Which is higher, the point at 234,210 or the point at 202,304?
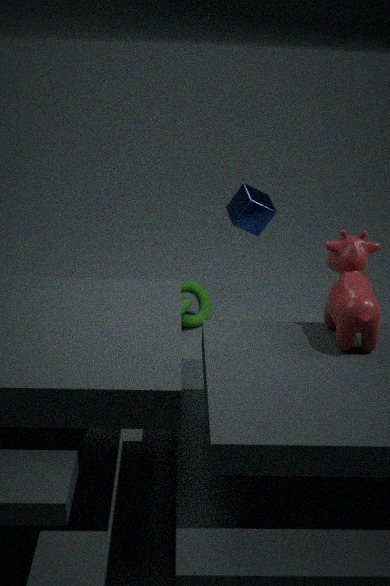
the point at 234,210
